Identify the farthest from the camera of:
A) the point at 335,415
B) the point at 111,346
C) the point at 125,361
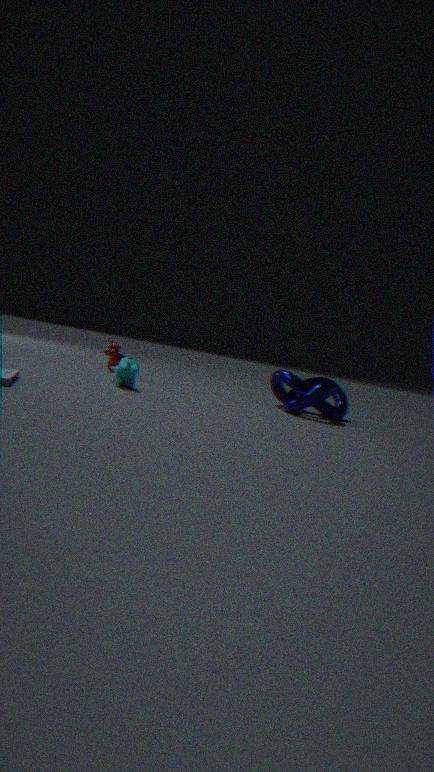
the point at 111,346
